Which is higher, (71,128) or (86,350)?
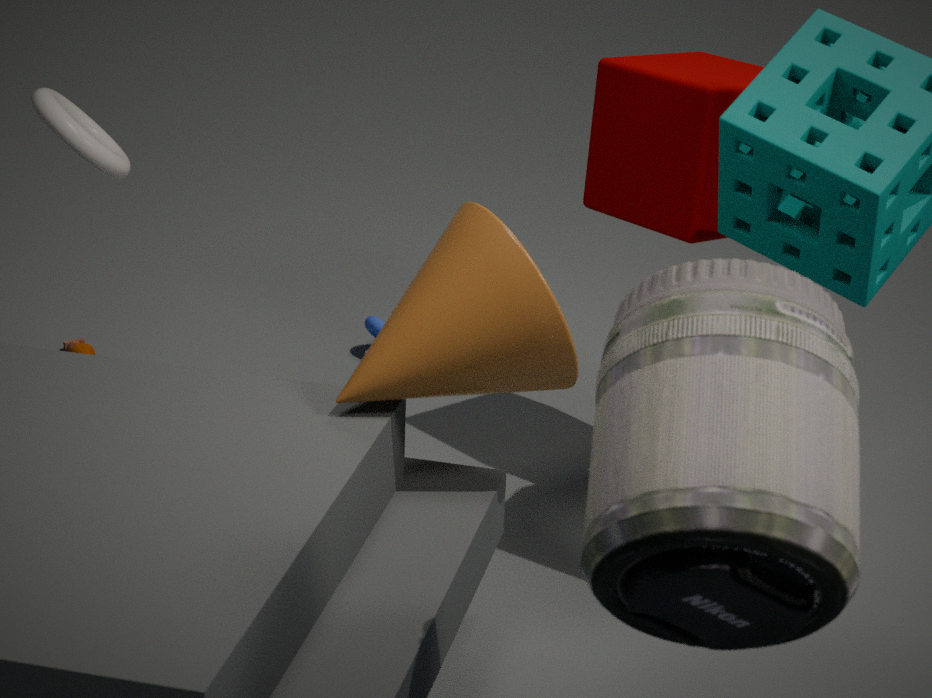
(71,128)
